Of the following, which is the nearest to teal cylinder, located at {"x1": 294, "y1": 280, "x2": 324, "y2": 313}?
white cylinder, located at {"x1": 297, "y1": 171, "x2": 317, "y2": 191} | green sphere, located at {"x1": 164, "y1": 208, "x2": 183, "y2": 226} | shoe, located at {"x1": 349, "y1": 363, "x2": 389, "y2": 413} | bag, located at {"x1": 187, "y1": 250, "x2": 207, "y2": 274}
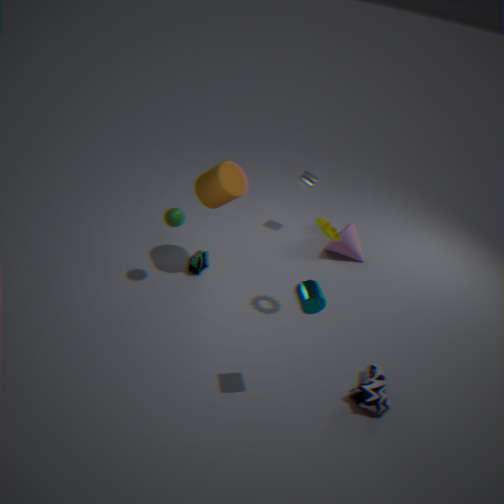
shoe, located at {"x1": 349, "y1": 363, "x2": 389, "y2": 413}
